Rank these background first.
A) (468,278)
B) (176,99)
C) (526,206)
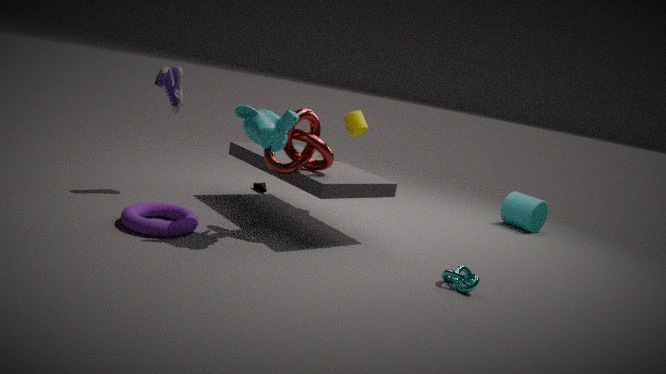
(526,206) < (176,99) < (468,278)
